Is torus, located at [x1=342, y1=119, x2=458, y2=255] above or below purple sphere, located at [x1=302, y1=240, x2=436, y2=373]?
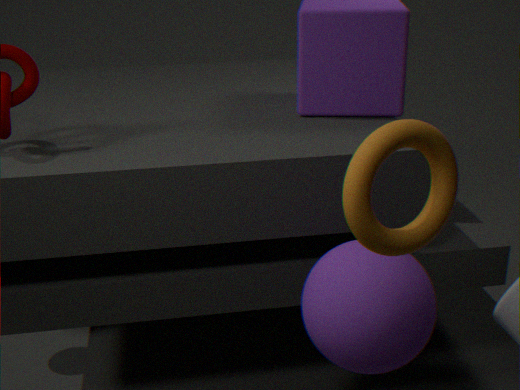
above
